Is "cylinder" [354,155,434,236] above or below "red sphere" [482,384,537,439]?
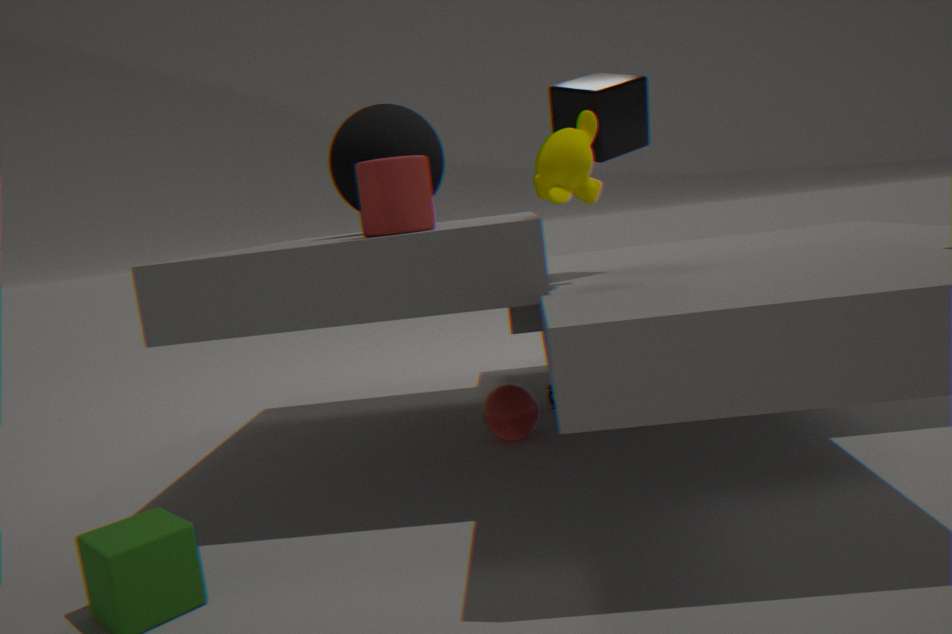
above
